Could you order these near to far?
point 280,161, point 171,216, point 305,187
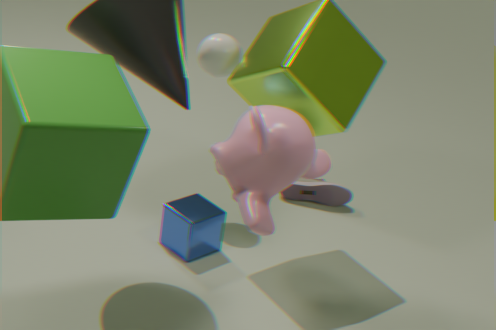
1. point 280,161
2. point 171,216
3. point 305,187
